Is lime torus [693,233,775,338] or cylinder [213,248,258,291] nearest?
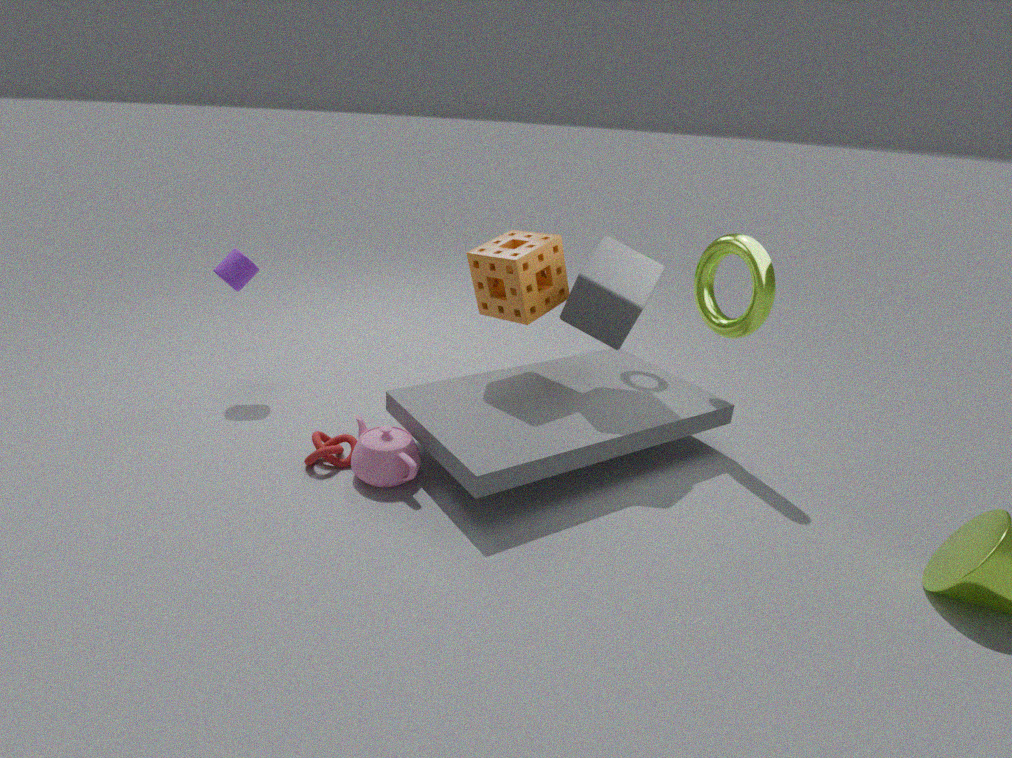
lime torus [693,233,775,338]
